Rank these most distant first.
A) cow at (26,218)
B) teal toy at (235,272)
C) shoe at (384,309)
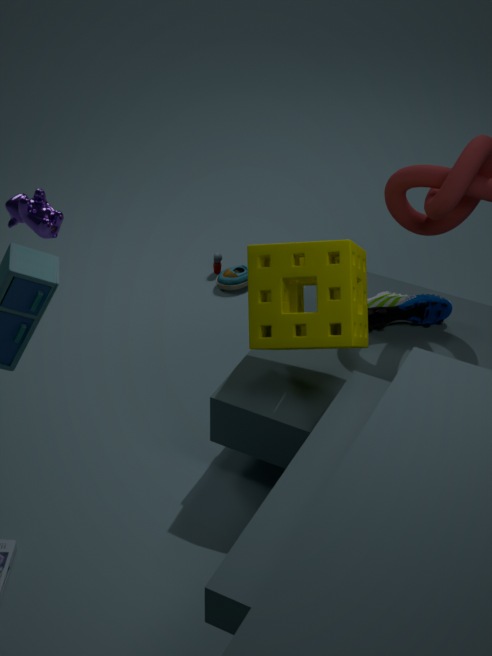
teal toy at (235,272)
shoe at (384,309)
cow at (26,218)
